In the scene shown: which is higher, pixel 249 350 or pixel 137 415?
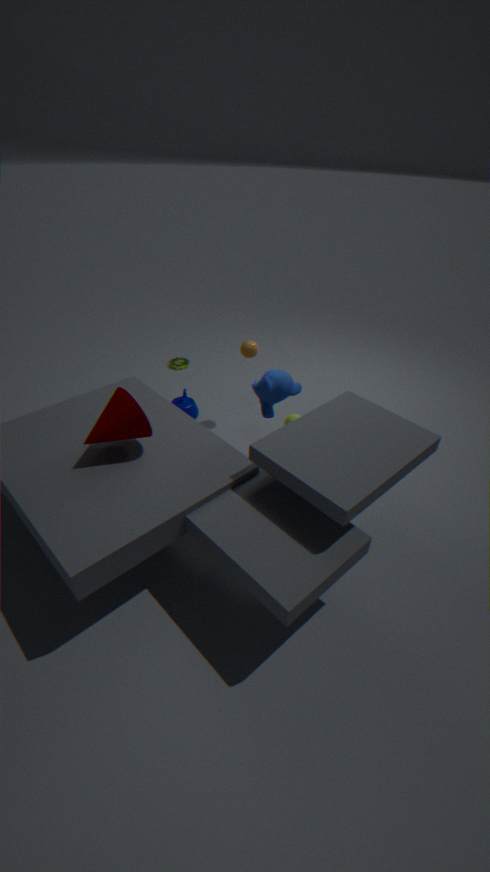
pixel 137 415
